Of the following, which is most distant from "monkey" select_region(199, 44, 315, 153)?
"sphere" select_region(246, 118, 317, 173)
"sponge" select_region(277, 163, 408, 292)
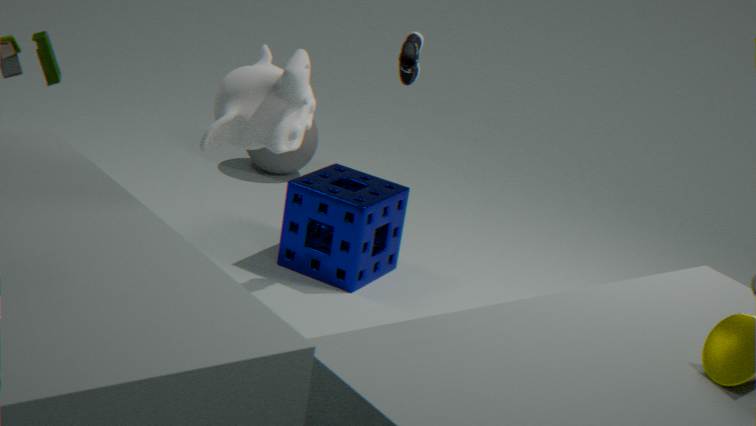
"sphere" select_region(246, 118, 317, 173)
